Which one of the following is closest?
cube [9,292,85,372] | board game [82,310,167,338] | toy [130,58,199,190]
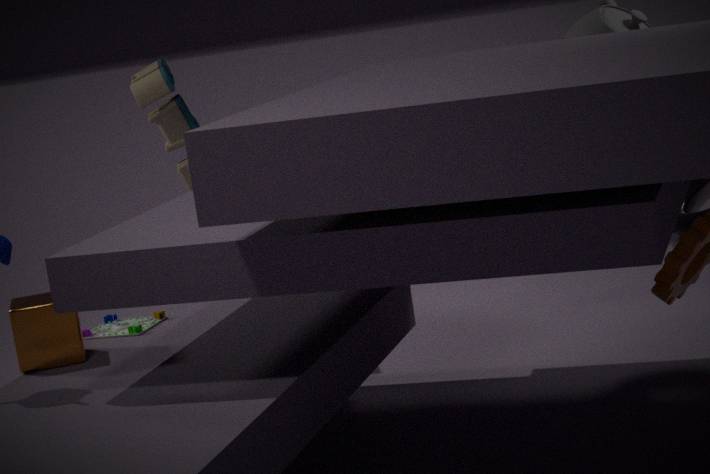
cube [9,292,85,372]
